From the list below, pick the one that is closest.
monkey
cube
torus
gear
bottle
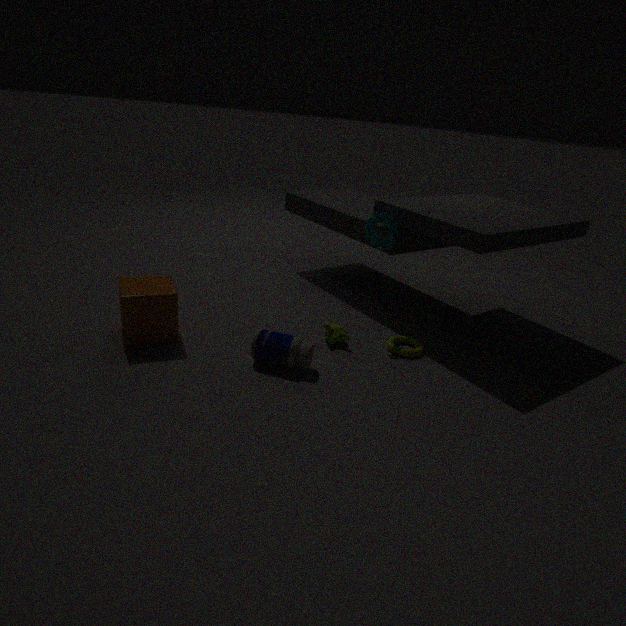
bottle
